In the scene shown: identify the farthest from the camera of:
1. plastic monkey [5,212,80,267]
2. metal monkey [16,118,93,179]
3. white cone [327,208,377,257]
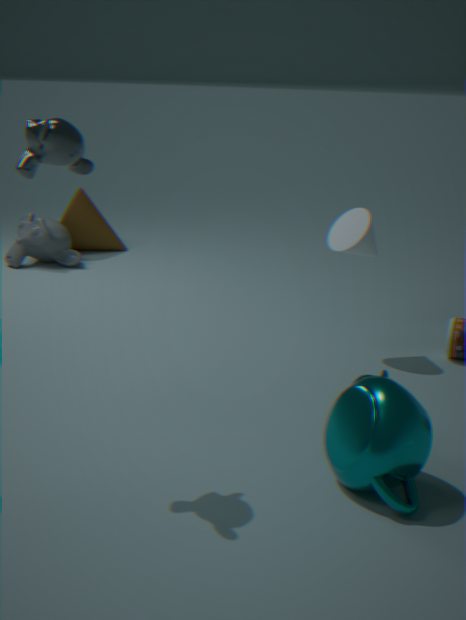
plastic monkey [5,212,80,267]
